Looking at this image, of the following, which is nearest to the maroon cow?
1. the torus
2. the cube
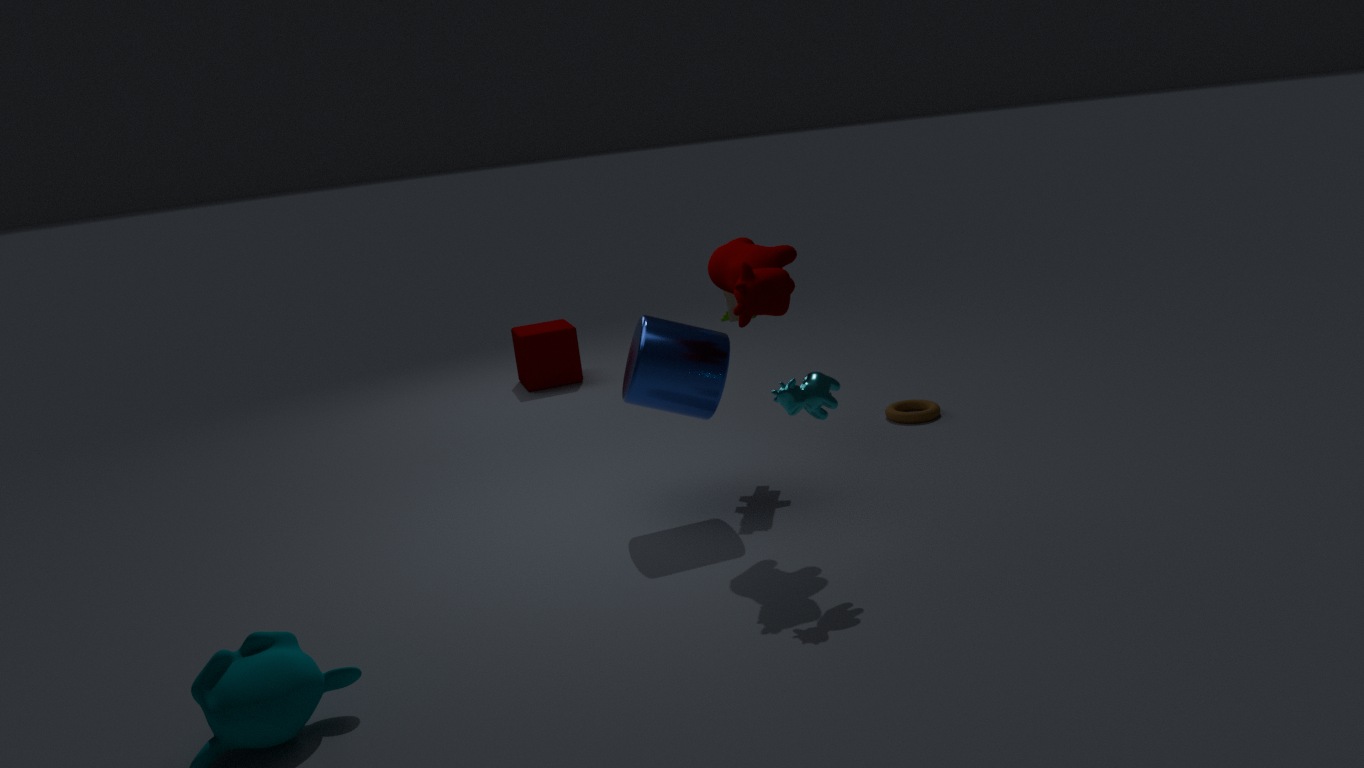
the torus
